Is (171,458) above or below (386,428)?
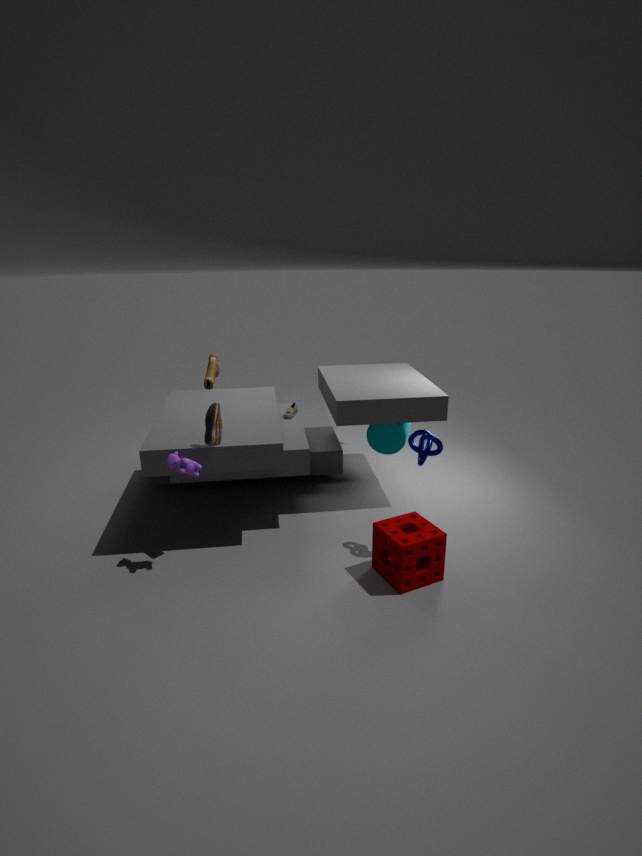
above
